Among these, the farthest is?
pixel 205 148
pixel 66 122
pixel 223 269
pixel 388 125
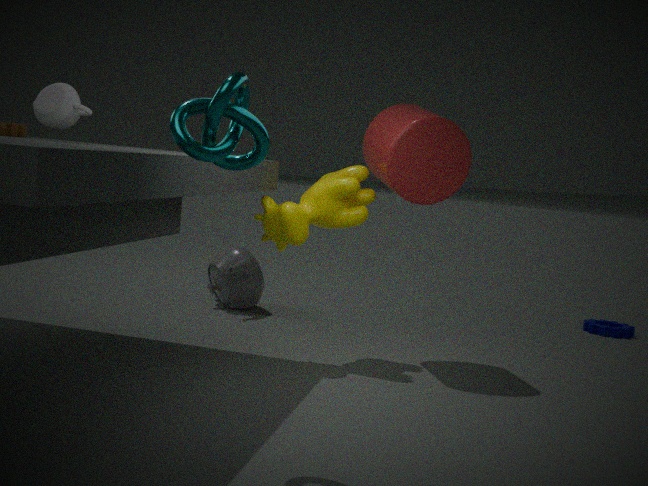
pixel 223 269
